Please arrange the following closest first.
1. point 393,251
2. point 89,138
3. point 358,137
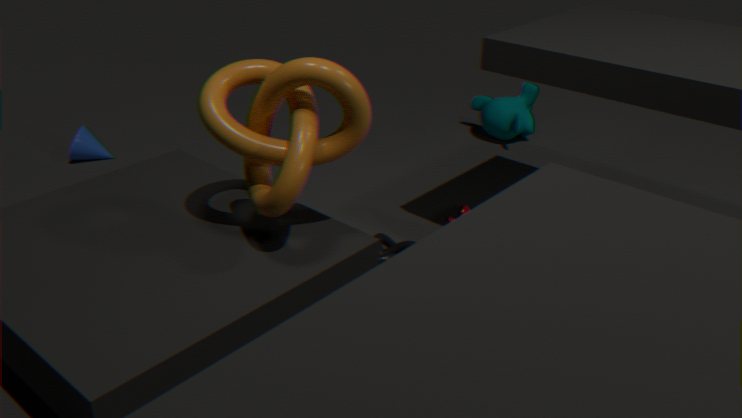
1. point 358,137
2. point 393,251
3. point 89,138
